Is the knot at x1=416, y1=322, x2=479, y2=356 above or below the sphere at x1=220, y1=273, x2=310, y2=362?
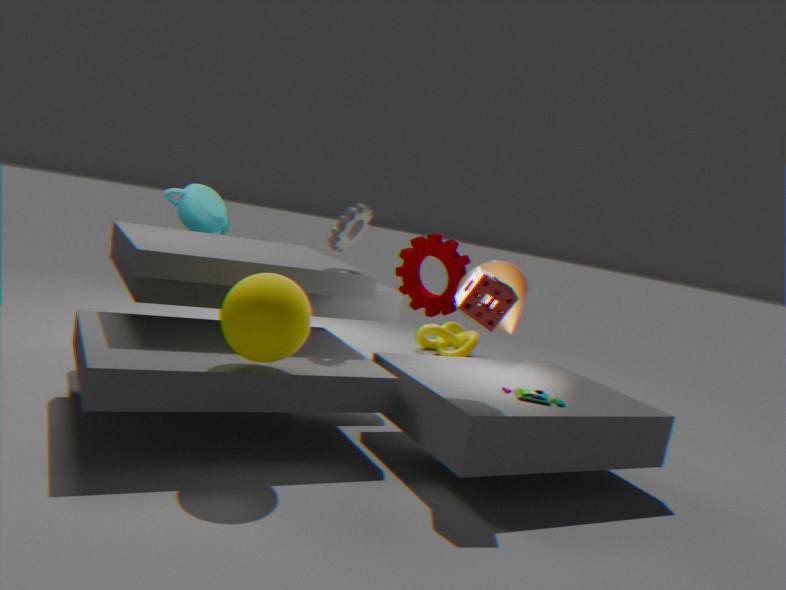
below
